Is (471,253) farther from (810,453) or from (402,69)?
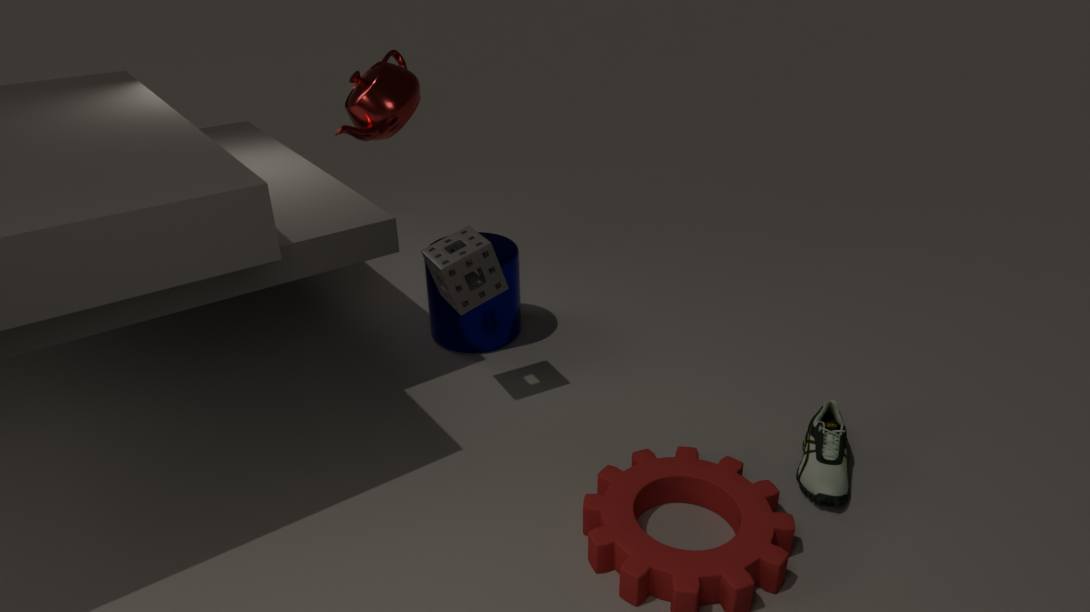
(810,453)
